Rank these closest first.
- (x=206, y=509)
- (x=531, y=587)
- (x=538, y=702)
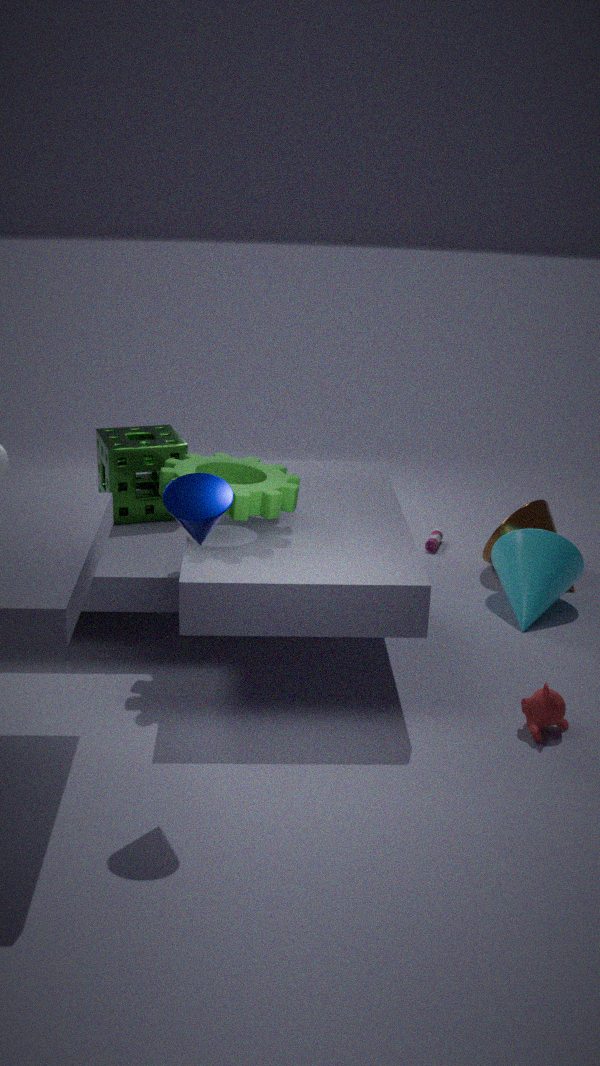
1. (x=206, y=509)
2. (x=538, y=702)
3. (x=531, y=587)
